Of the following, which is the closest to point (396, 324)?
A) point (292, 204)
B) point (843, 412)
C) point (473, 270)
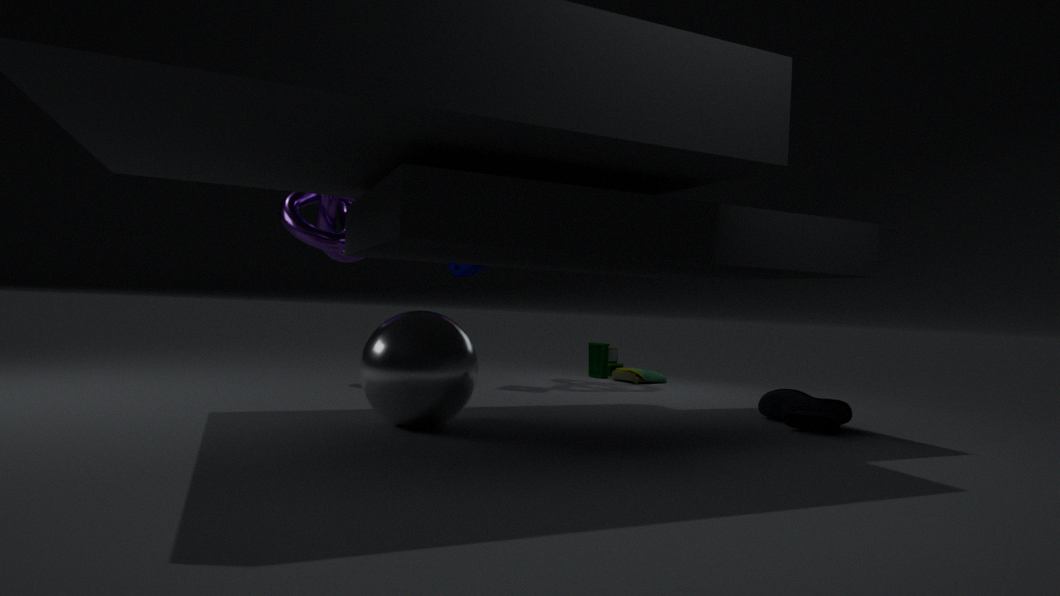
point (473, 270)
